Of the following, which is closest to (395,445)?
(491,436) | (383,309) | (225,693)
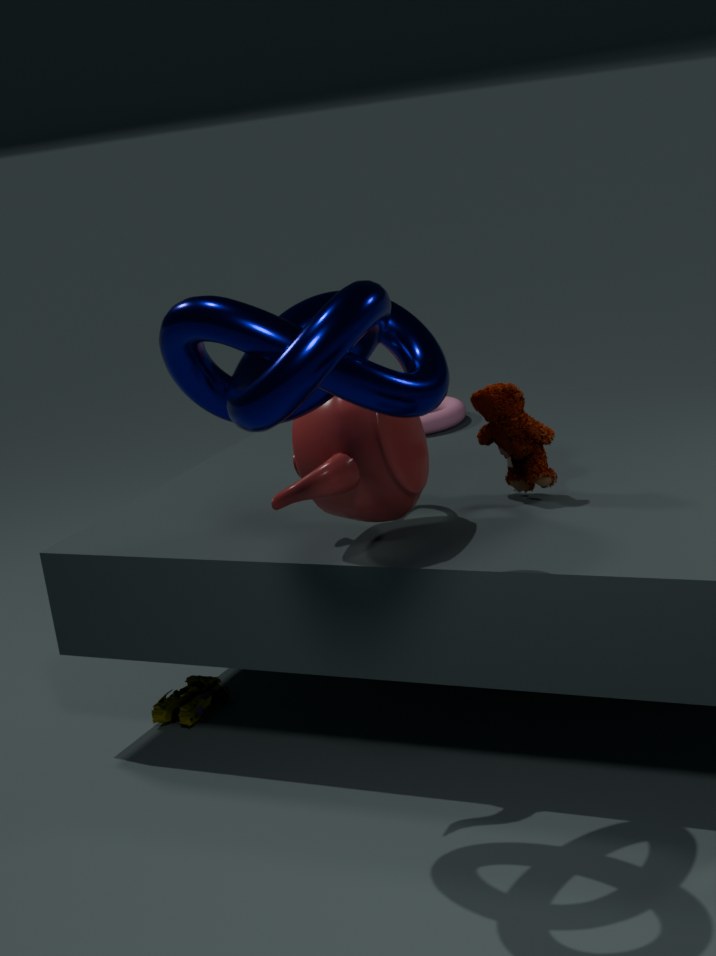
(491,436)
